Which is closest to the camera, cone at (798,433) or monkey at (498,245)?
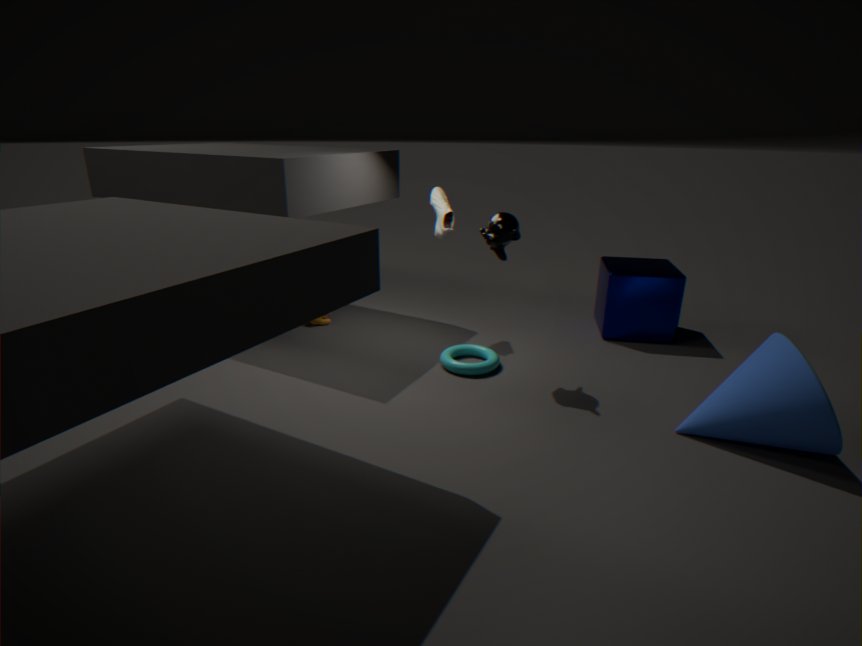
cone at (798,433)
